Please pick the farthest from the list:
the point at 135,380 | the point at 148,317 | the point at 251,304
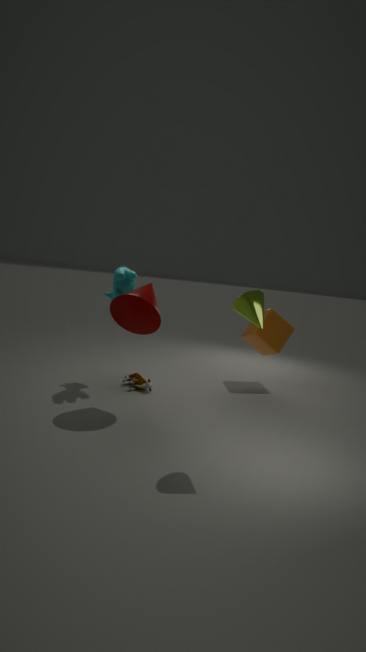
the point at 135,380
